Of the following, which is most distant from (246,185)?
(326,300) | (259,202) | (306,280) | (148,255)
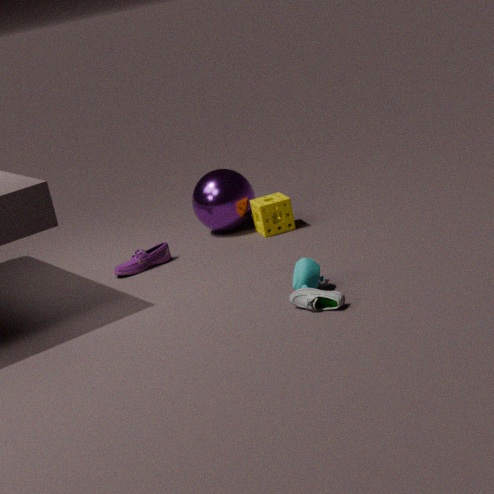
(326,300)
